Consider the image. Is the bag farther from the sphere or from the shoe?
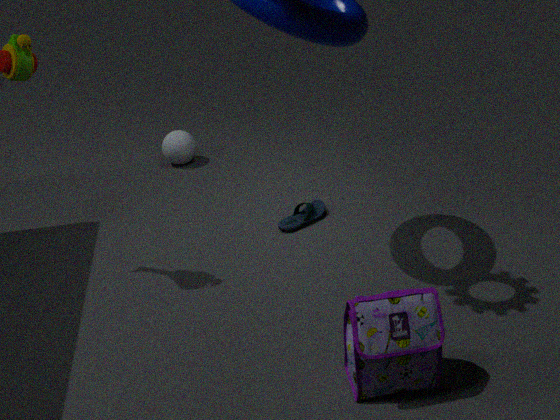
the sphere
